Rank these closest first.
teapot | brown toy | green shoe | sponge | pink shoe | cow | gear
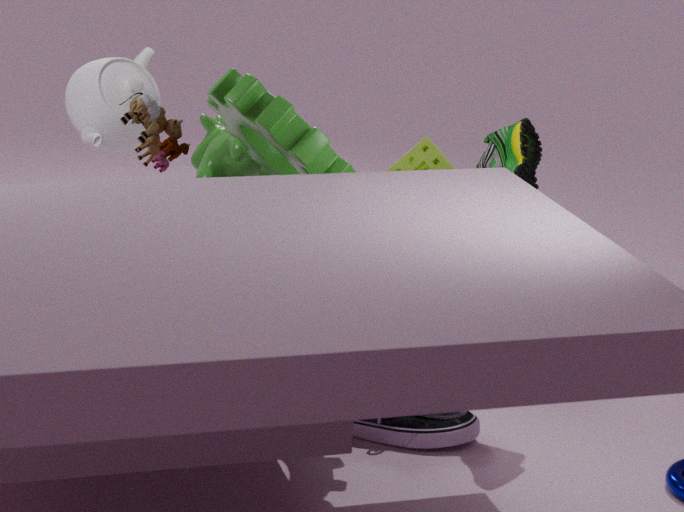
1. gear
2. brown toy
3. pink shoe
4. green shoe
5. cow
6. teapot
7. sponge
